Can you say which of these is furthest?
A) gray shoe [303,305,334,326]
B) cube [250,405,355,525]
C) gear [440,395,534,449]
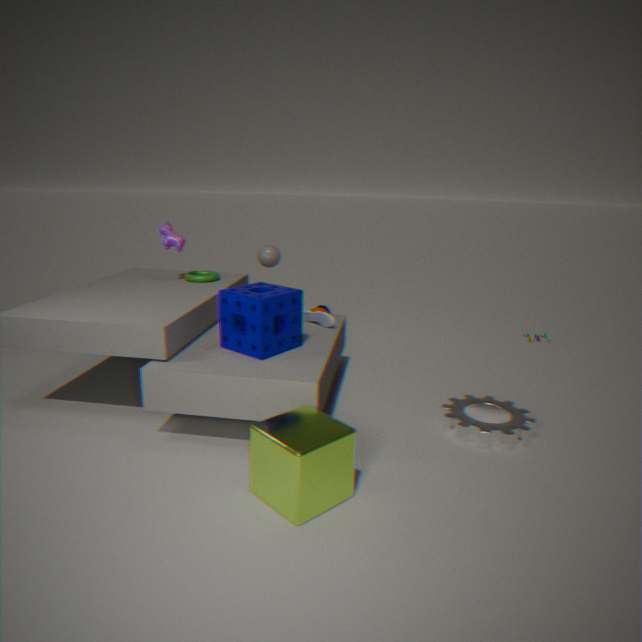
gray shoe [303,305,334,326]
